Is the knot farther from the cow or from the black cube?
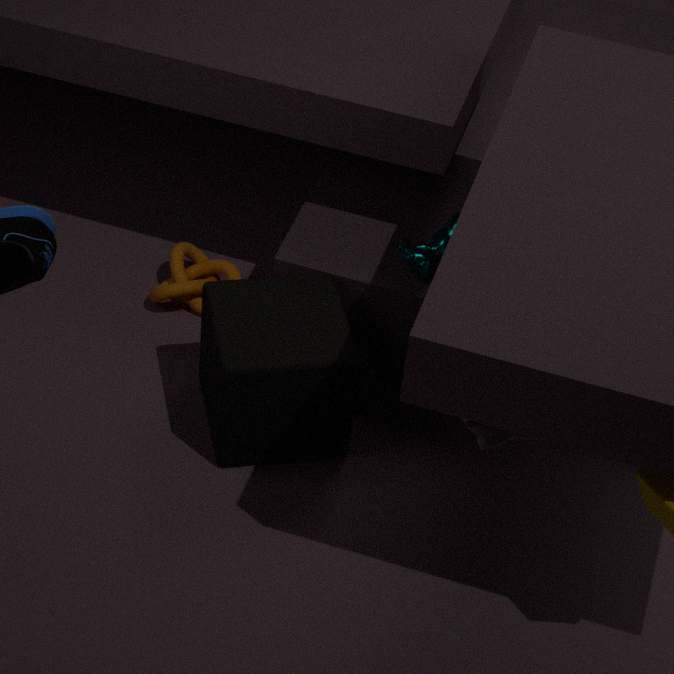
the cow
